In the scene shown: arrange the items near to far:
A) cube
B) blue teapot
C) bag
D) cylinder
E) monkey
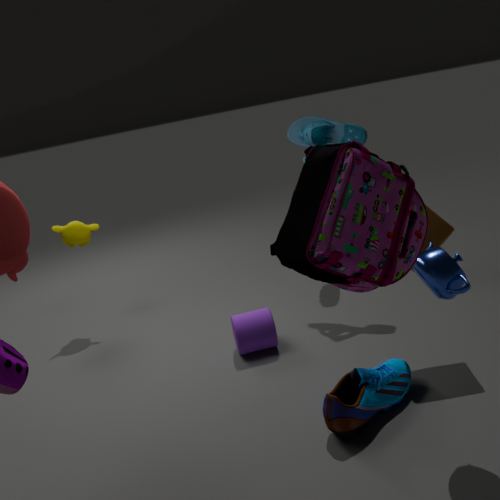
bag
blue teapot
cube
cylinder
monkey
